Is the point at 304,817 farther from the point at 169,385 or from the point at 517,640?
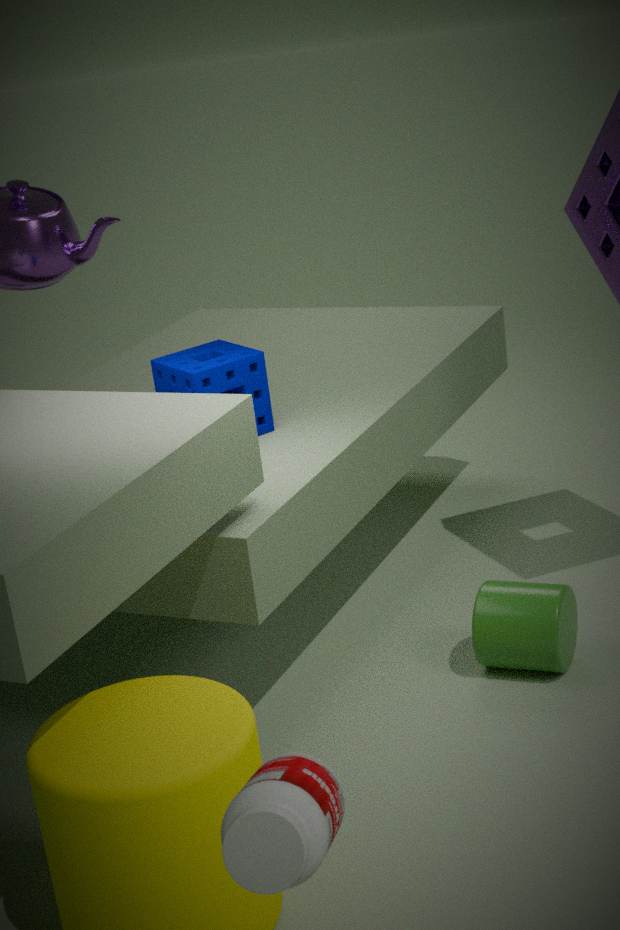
the point at 169,385
